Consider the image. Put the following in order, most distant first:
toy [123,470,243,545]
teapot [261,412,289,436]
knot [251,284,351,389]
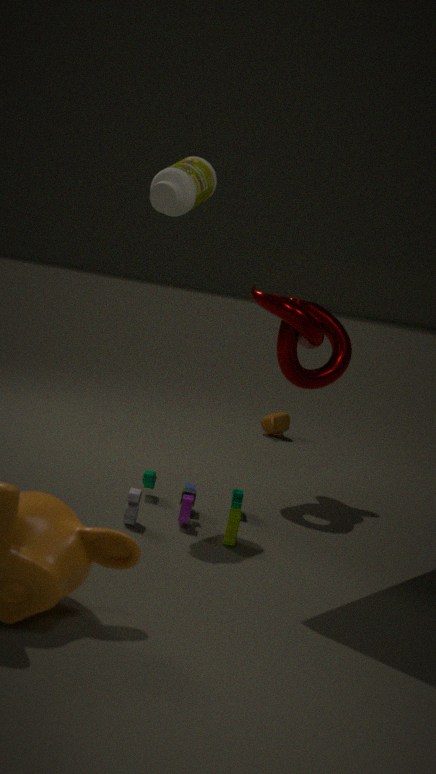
teapot [261,412,289,436] → knot [251,284,351,389] → toy [123,470,243,545]
